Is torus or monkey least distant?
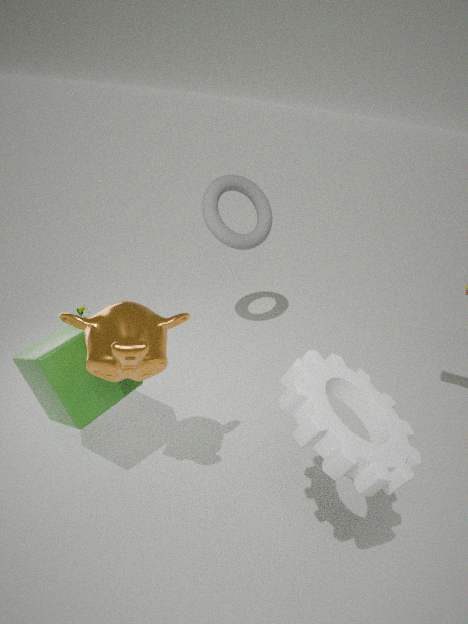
monkey
